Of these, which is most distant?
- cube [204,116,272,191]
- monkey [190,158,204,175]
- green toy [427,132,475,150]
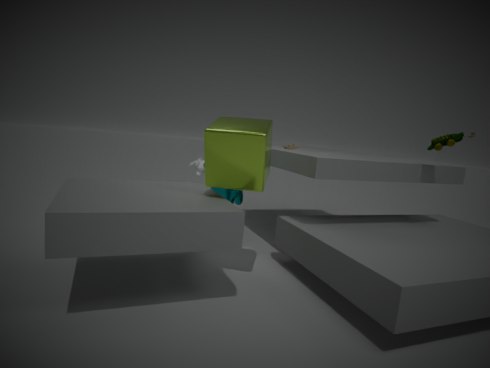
monkey [190,158,204,175]
